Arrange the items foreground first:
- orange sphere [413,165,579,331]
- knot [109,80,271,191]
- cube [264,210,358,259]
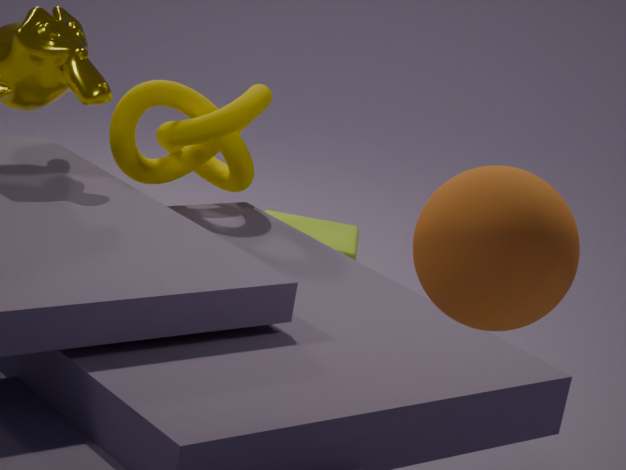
orange sphere [413,165,579,331] → knot [109,80,271,191] → cube [264,210,358,259]
